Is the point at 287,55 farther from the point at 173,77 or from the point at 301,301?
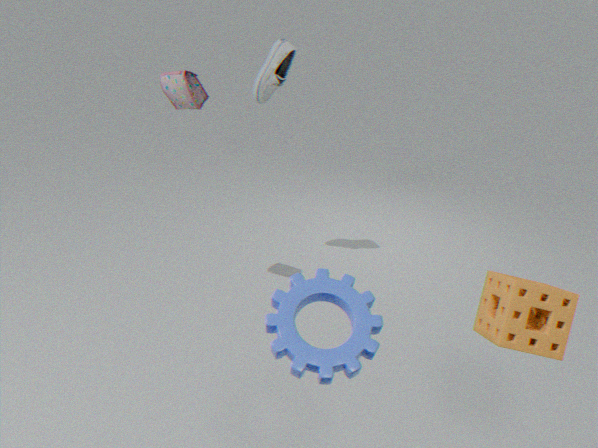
the point at 301,301
